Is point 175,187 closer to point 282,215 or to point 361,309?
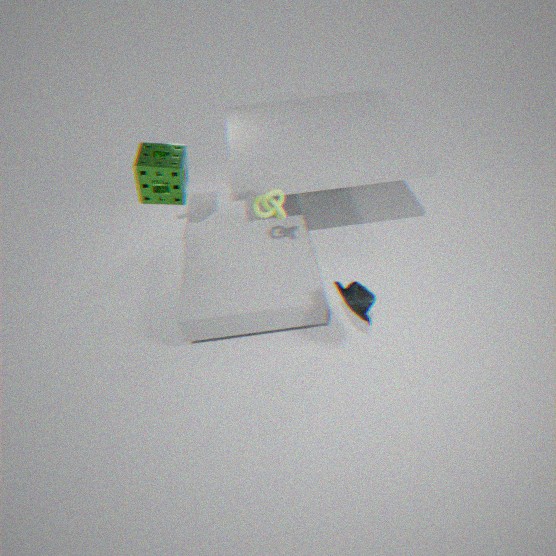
point 282,215
